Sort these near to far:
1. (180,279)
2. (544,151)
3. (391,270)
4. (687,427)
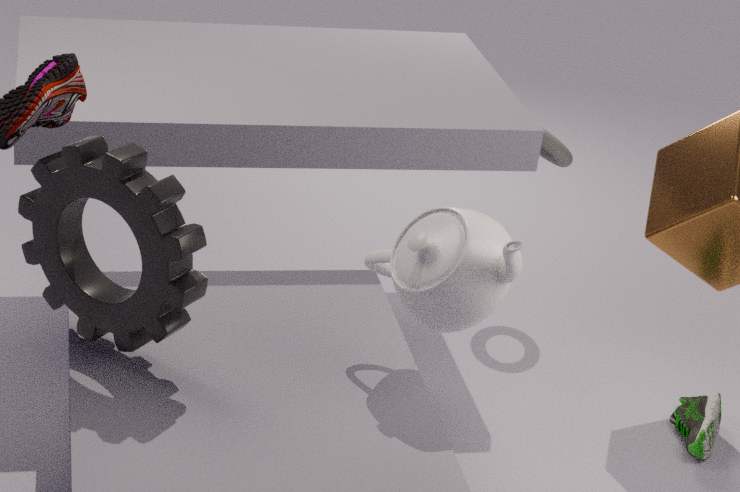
(180,279) → (391,270) → (687,427) → (544,151)
